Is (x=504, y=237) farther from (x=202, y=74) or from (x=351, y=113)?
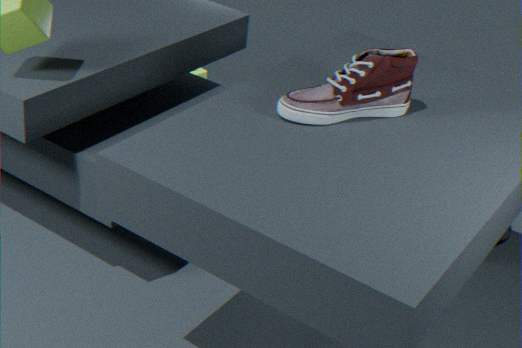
(x=202, y=74)
